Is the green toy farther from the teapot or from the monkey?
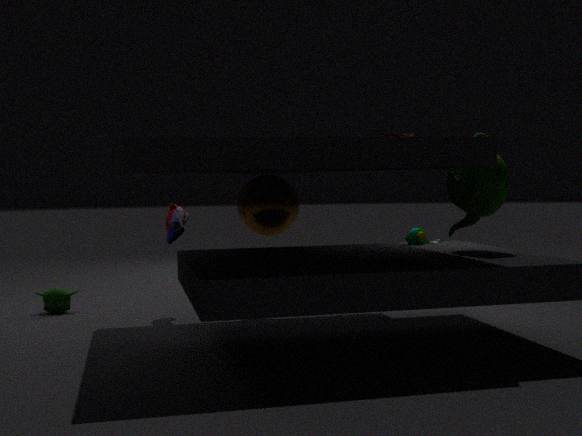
the monkey
